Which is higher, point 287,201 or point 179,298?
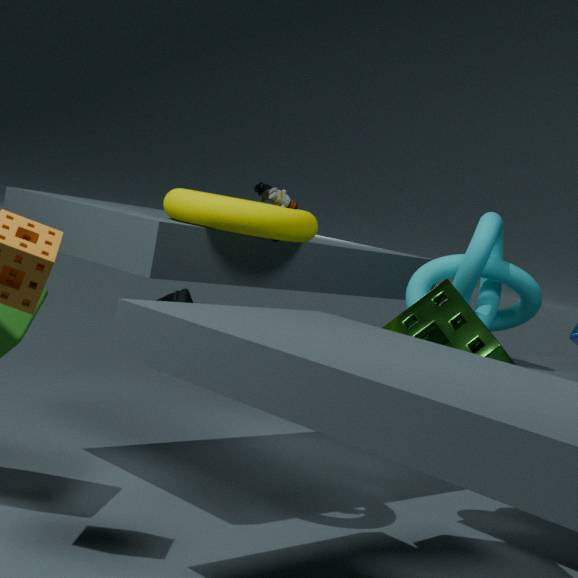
point 287,201
